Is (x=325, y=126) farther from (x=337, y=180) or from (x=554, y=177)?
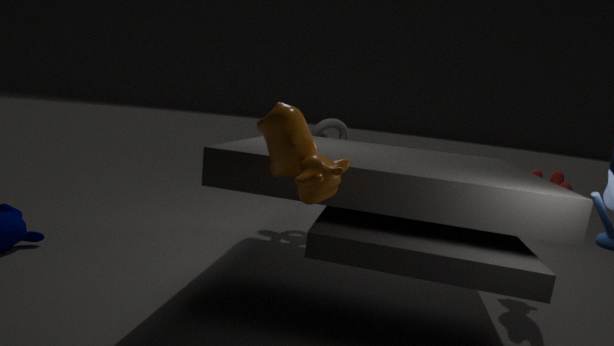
(x=337, y=180)
